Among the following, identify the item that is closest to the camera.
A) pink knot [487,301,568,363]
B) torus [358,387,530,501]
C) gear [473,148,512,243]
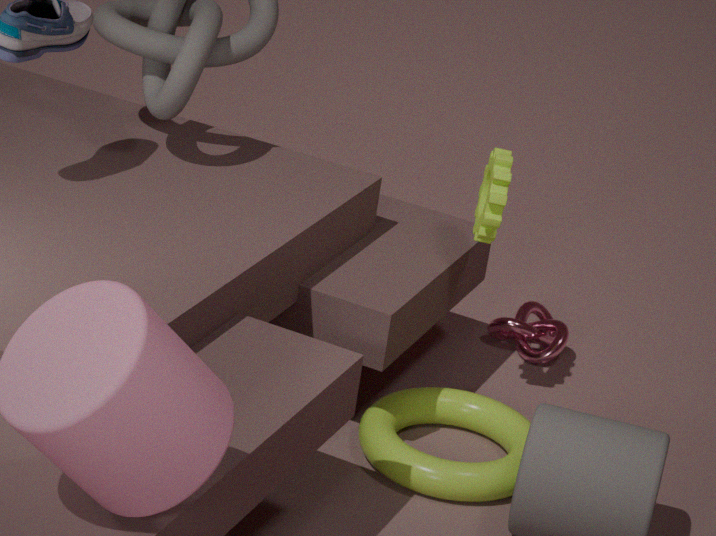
torus [358,387,530,501]
